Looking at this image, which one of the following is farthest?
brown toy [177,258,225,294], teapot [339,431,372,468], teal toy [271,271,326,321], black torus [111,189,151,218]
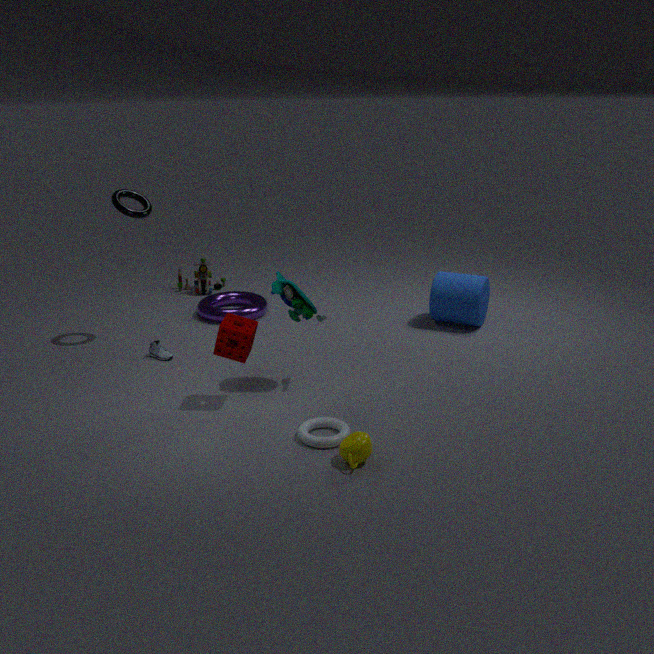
brown toy [177,258,225,294]
